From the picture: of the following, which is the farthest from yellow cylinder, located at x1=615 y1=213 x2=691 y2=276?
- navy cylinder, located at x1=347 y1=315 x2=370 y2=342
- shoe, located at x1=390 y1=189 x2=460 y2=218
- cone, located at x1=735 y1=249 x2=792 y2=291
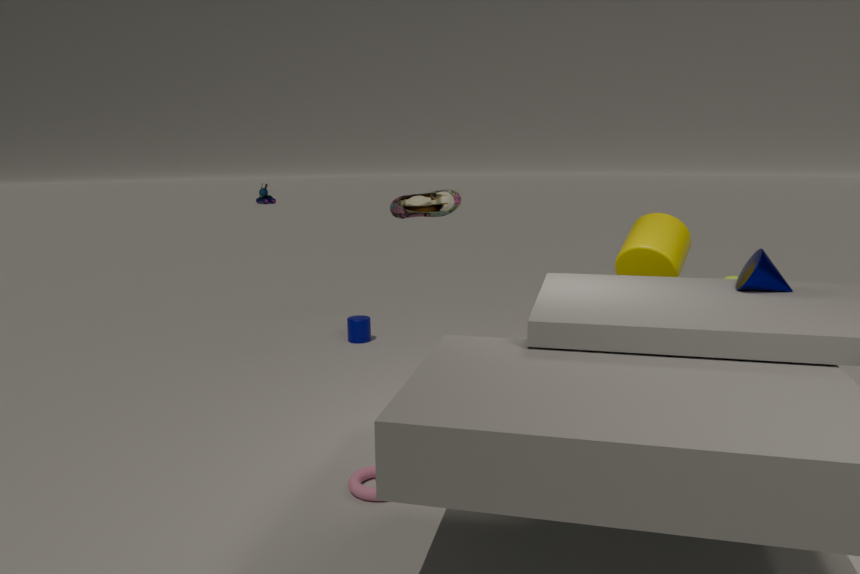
navy cylinder, located at x1=347 y1=315 x2=370 y2=342
